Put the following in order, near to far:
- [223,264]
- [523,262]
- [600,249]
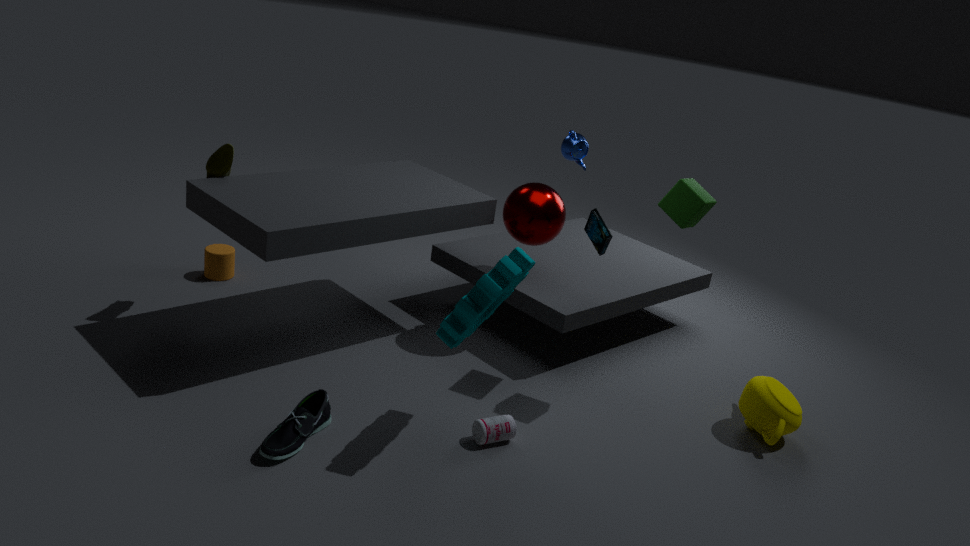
[523,262], [600,249], [223,264]
